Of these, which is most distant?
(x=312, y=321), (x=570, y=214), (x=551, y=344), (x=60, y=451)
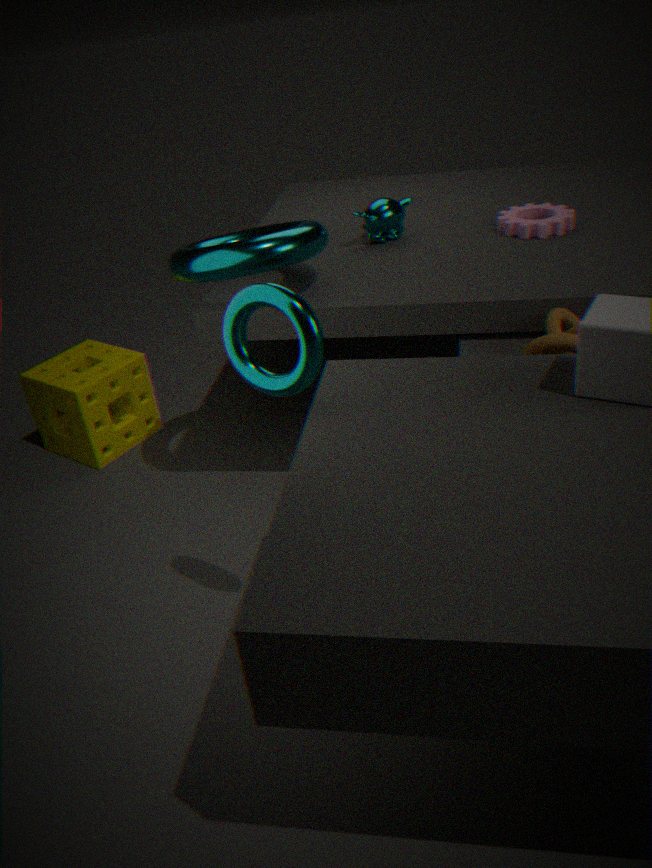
(x=60, y=451)
